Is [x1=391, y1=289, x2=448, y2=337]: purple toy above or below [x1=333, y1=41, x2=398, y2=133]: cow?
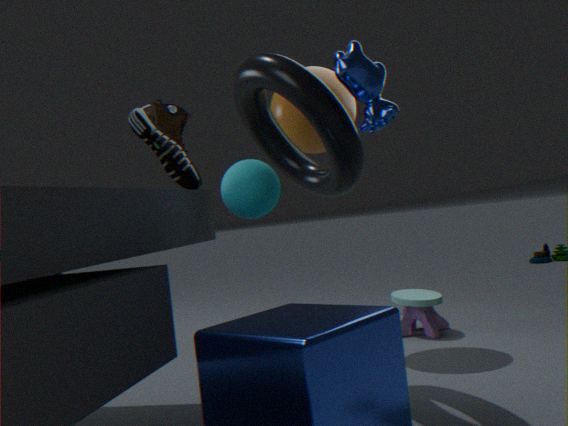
below
